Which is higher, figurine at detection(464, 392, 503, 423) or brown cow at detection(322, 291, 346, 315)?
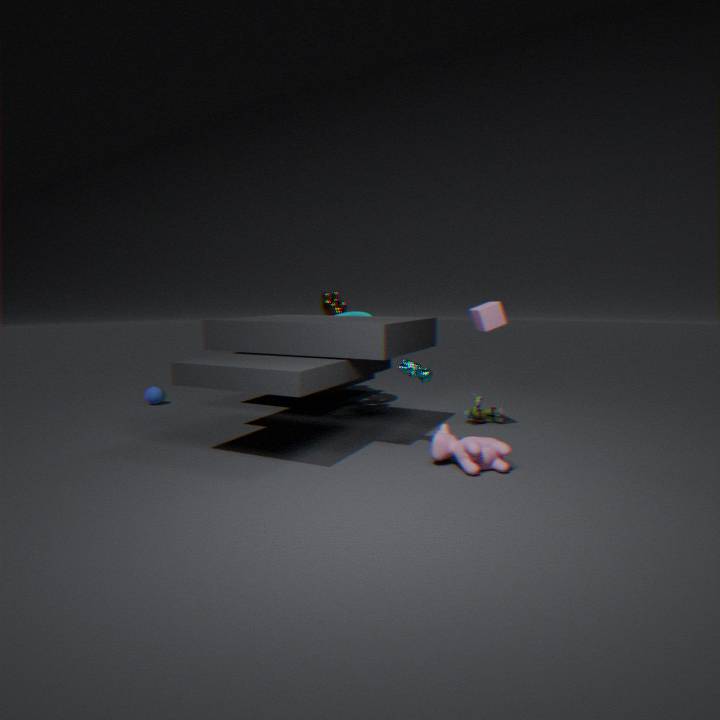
brown cow at detection(322, 291, 346, 315)
